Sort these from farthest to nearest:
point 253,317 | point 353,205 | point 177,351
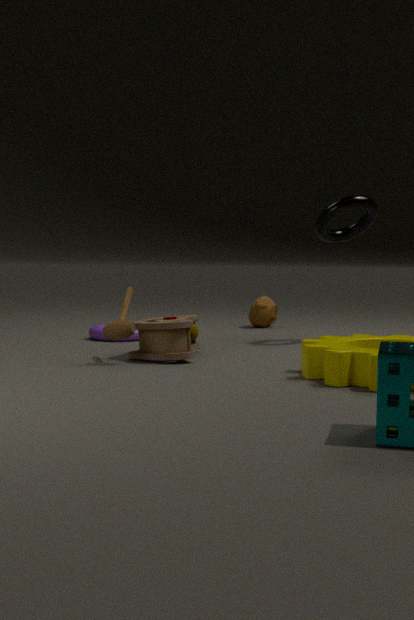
point 253,317 < point 353,205 < point 177,351
